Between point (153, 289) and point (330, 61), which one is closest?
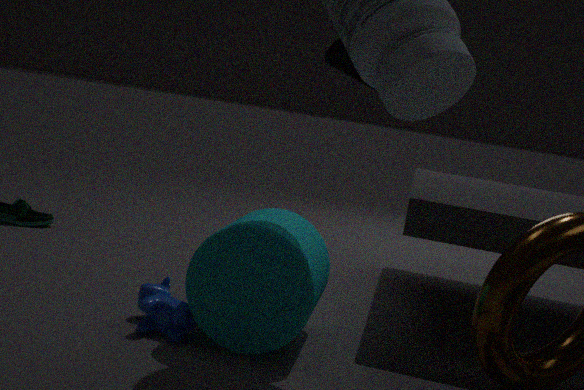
point (153, 289)
